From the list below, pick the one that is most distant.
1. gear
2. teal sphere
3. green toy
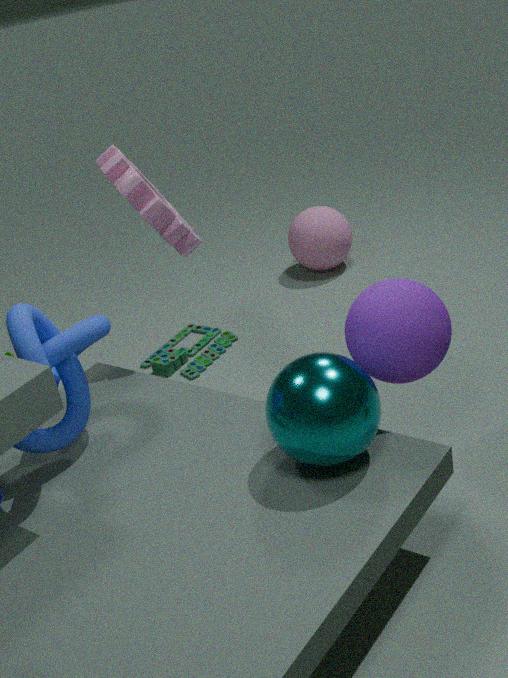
green toy
